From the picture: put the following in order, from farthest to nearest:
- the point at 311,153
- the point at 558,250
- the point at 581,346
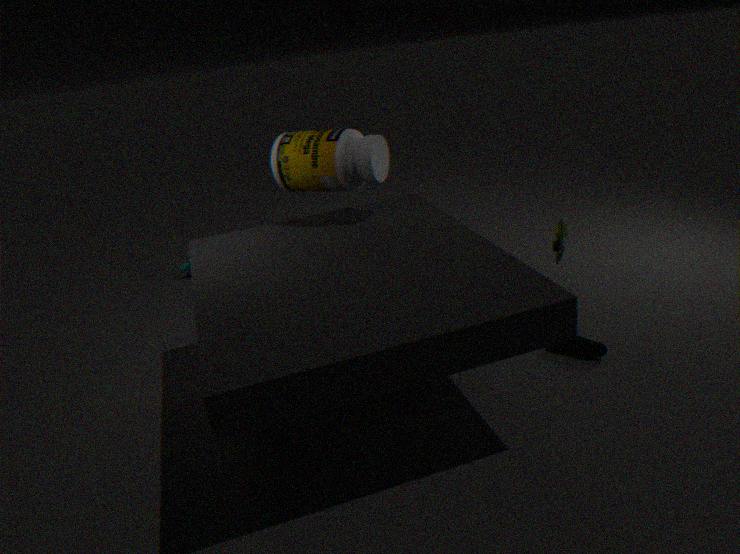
the point at 558,250 → the point at 311,153 → the point at 581,346
